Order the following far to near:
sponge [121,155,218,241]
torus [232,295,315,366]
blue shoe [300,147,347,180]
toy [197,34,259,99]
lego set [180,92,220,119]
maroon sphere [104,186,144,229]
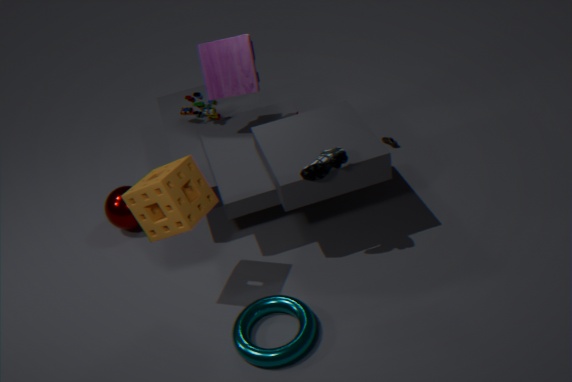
lego set [180,92,220,119] → maroon sphere [104,186,144,229] → toy [197,34,259,99] → blue shoe [300,147,347,180] → sponge [121,155,218,241] → torus [232,295,315,366]
